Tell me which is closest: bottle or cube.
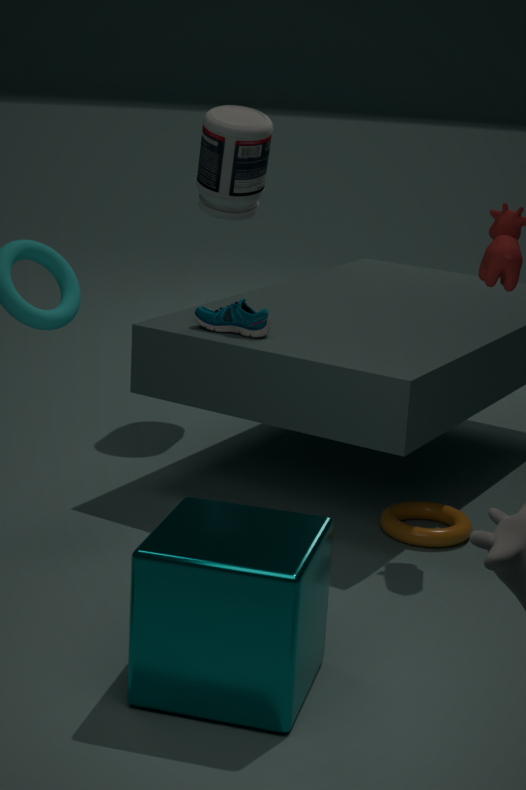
cube
